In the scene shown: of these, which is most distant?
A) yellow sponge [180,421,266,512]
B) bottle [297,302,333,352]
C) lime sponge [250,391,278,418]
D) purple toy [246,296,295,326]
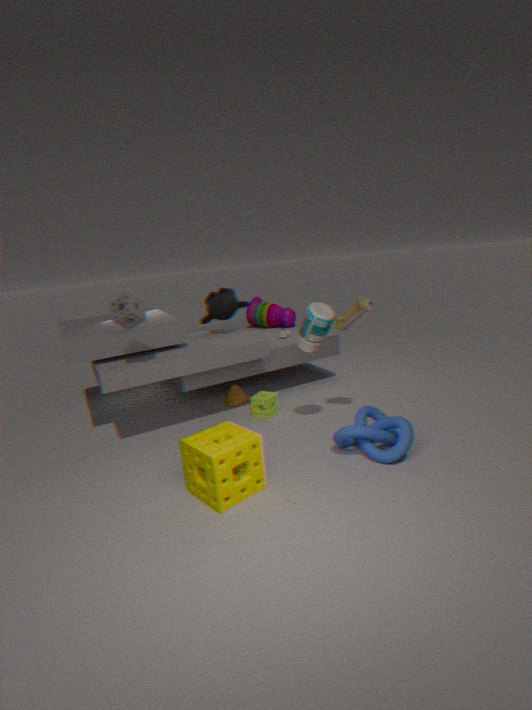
purple toy [246,296,295,326]
